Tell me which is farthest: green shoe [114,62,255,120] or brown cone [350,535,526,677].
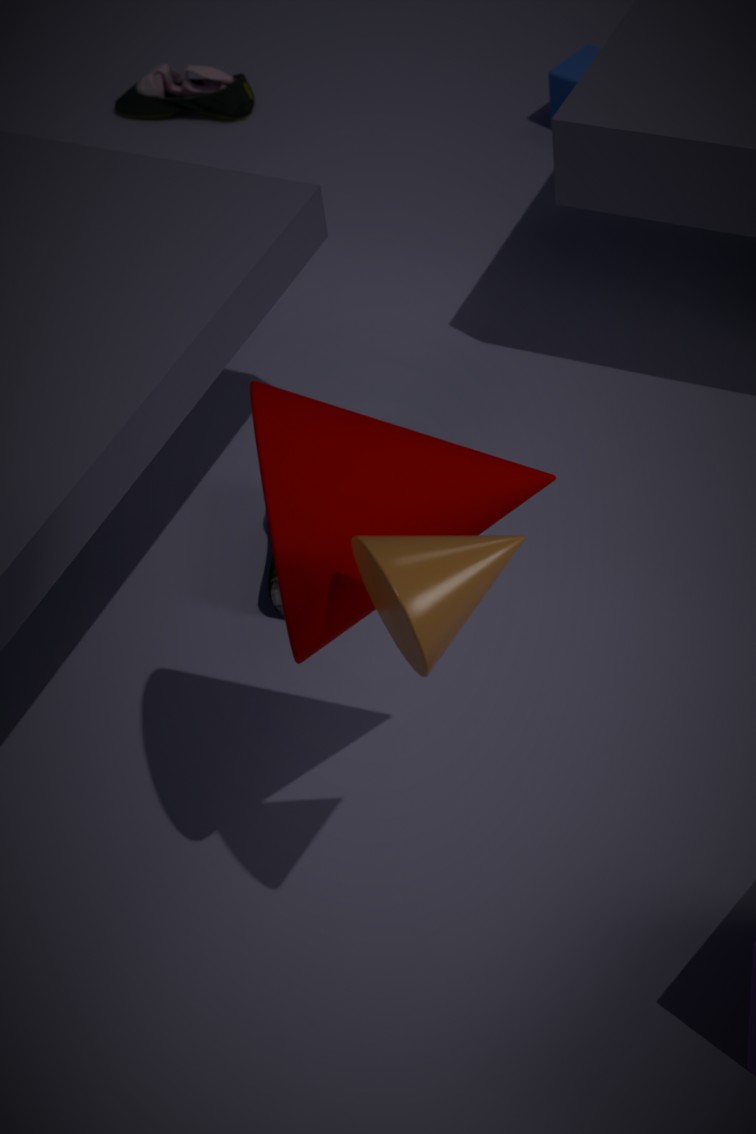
green shoe [114,62,255,120]
